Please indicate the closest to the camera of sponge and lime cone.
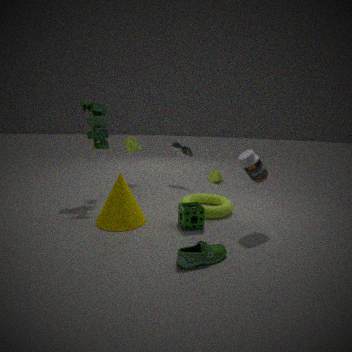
sponge
